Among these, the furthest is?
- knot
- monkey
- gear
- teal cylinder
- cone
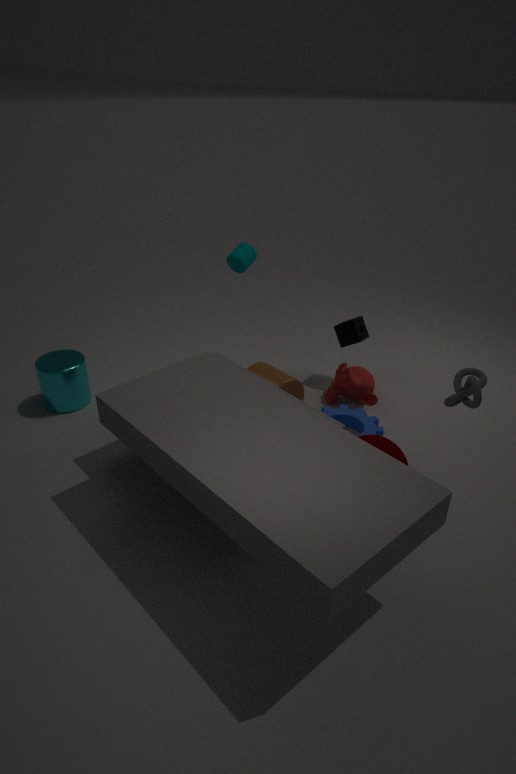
teal cylinder
